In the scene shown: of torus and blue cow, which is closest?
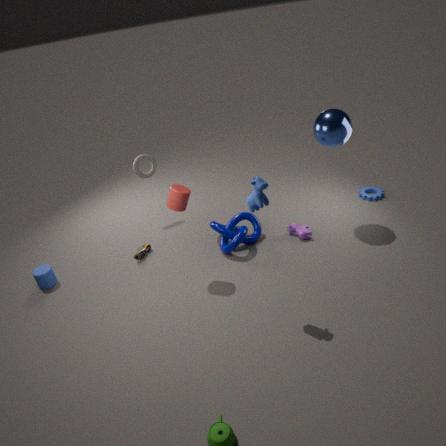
blue cow
